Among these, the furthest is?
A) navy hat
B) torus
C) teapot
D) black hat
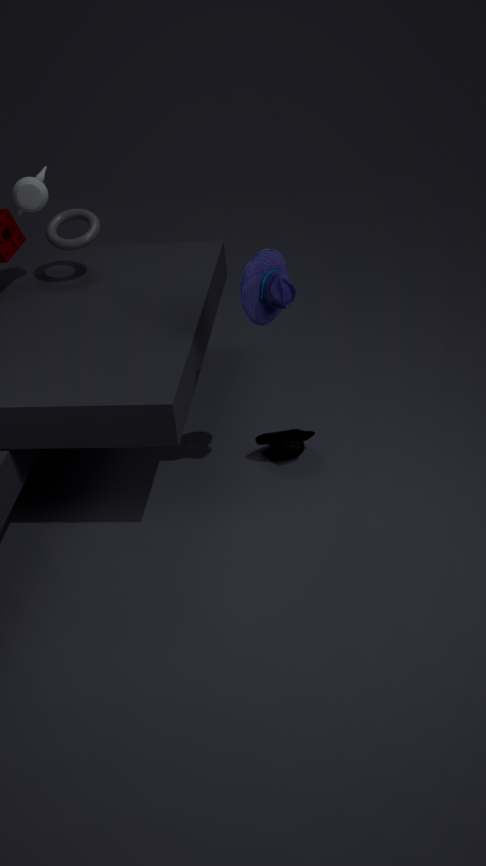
torus
